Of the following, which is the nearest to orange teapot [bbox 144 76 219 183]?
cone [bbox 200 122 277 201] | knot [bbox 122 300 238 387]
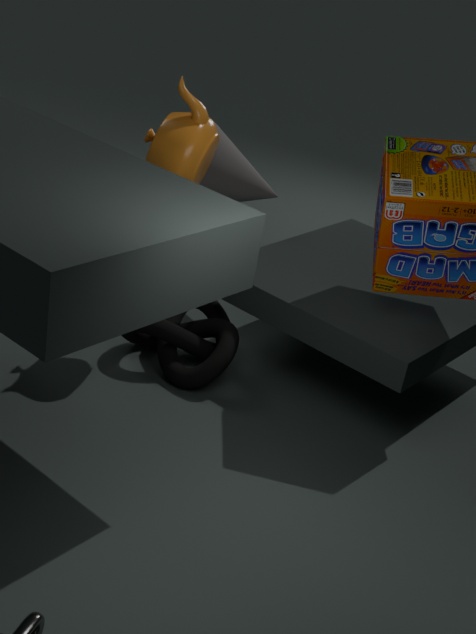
cone [bbox 200 122 277 201]
